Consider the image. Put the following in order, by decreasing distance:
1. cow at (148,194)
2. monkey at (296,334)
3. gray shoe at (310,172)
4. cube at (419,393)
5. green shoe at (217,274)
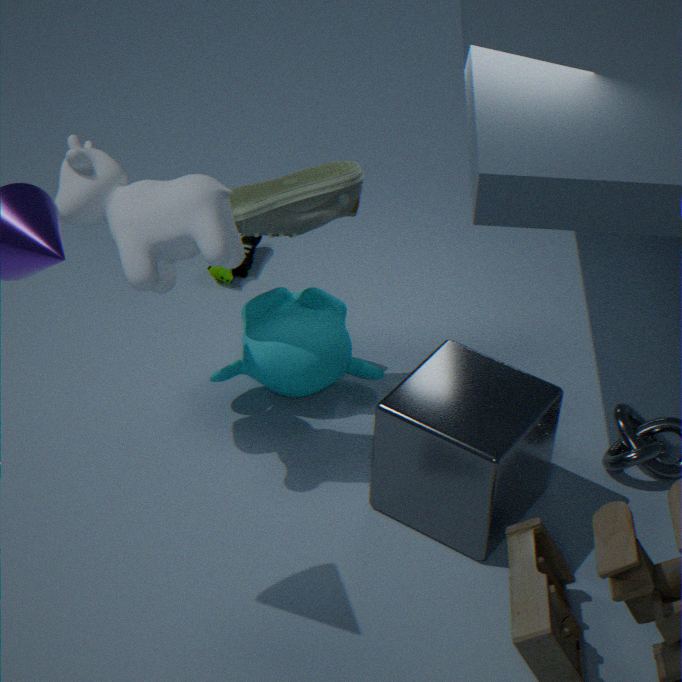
green shoe at (217,274) → monkey at (296,334) → gray shoe at (310,172) → cube at (419,393) → cow at (148,194)
